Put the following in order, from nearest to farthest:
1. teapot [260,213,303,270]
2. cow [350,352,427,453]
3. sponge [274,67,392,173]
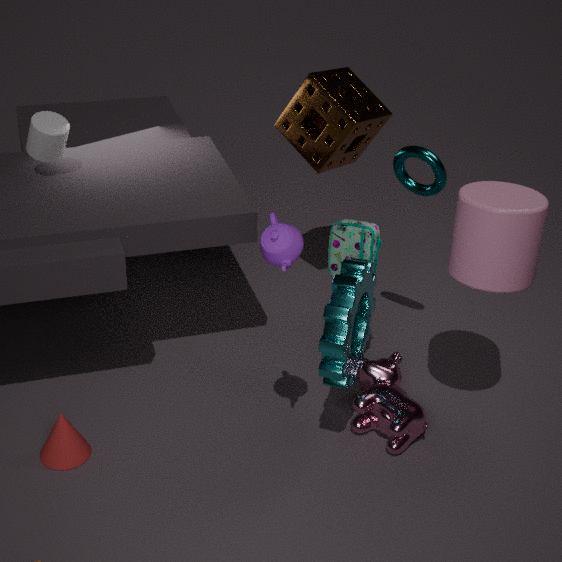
1. teapot [260,213,303,270]
2. cow [350,352,427,453]
3. sponge [274,67,392,173]
